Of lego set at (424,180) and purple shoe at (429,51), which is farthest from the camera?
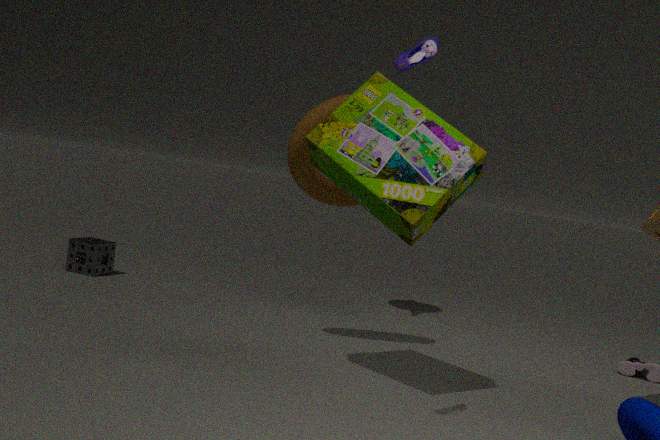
lego set at (424,180)
